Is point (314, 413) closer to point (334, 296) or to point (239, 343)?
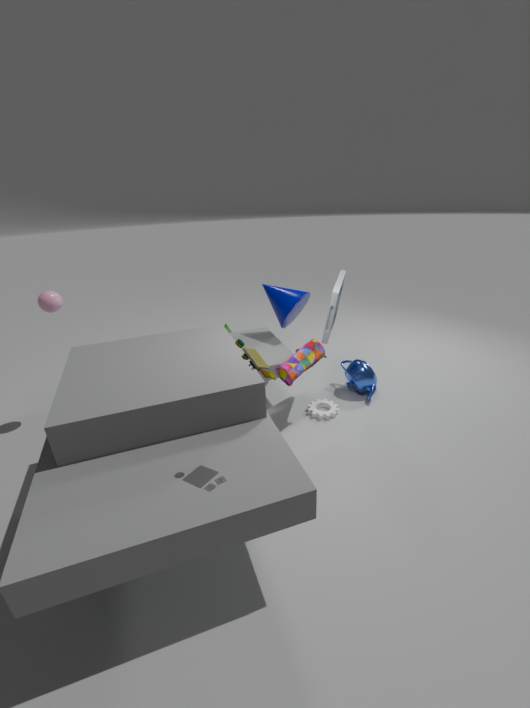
point (334, 296)
